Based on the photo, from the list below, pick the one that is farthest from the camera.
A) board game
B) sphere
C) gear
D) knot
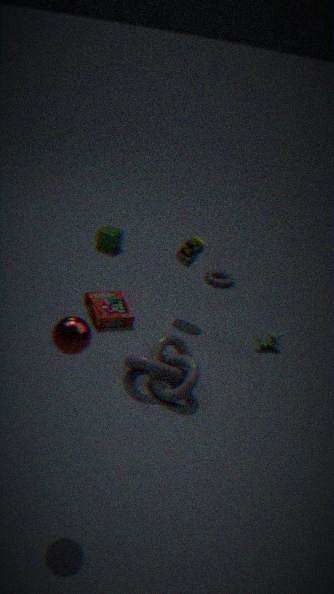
gear
